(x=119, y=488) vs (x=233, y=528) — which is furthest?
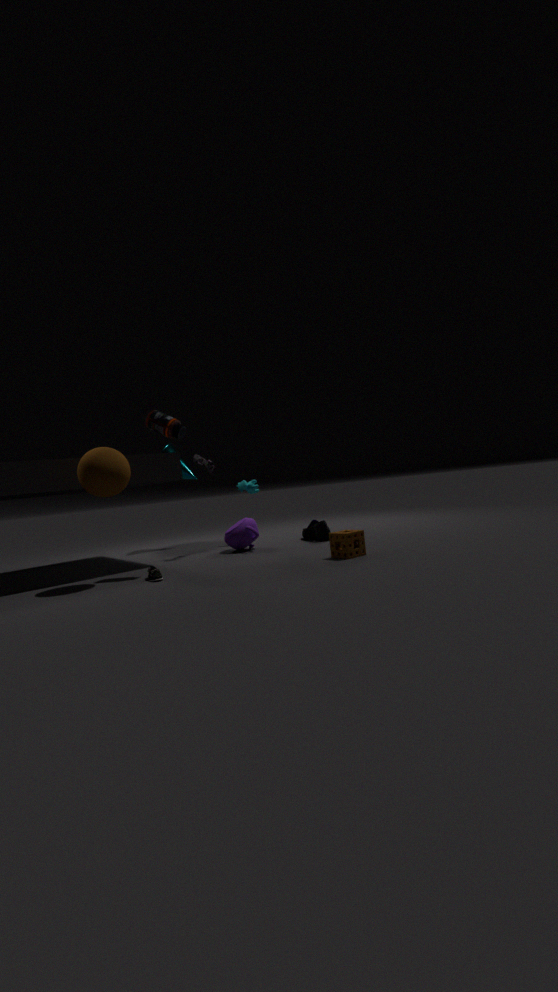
(x=233, y=528)
